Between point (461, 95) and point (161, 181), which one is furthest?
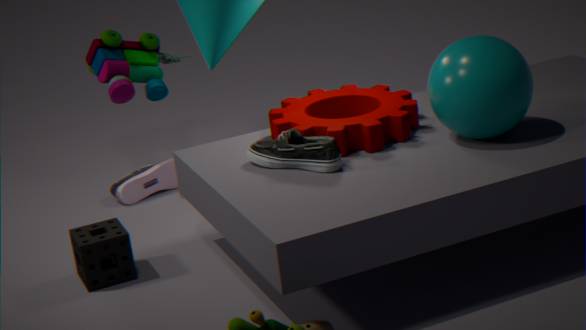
point (161, 181)
